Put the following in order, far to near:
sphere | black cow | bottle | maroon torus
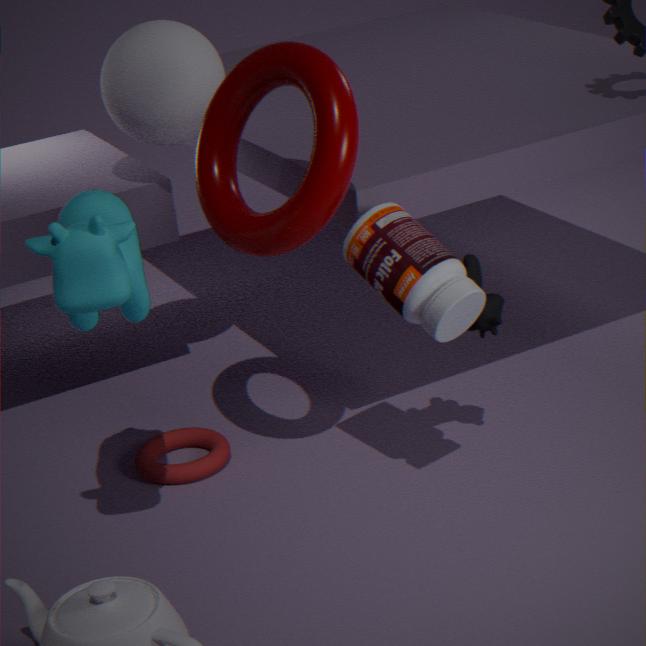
sphere < black cow < bottle < maroon torus
